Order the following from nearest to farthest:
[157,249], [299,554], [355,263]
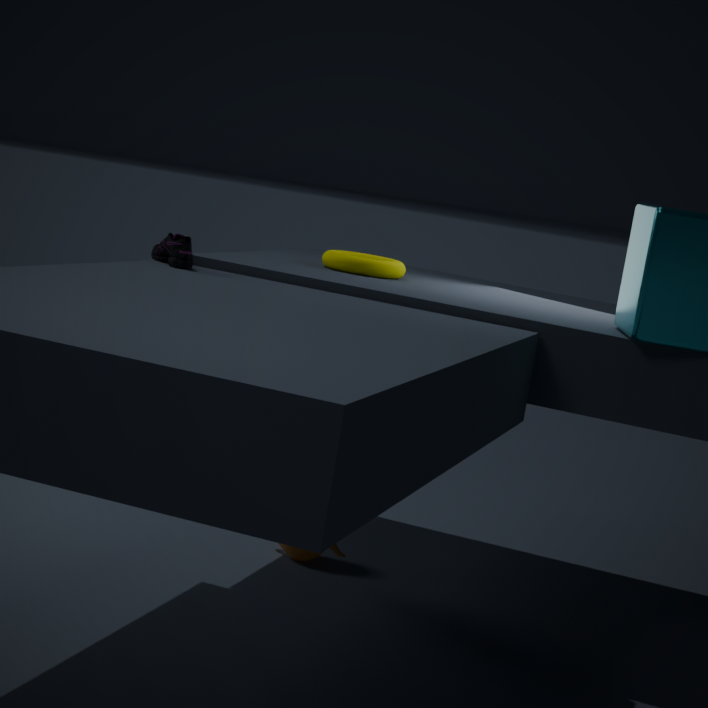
[157,249], [299,554], [355,263]
